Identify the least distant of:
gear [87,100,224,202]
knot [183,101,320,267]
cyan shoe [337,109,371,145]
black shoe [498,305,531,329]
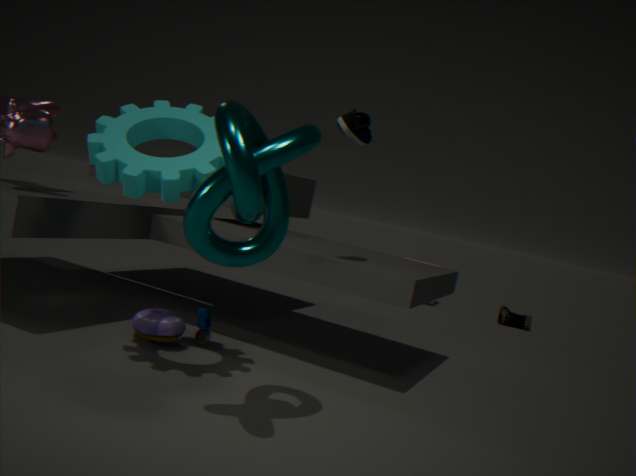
knot [183,101,320,267]
